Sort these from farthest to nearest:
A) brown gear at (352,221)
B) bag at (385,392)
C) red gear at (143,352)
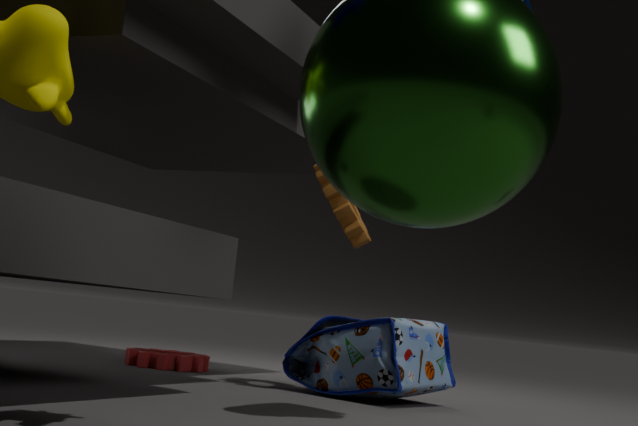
red gear at (143,352) → brown gear at (352,221) → bag at (385,392)
